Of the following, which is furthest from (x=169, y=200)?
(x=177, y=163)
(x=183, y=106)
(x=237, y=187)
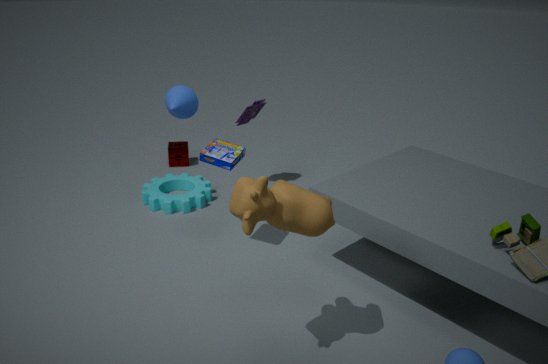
(x=237, y=187)
